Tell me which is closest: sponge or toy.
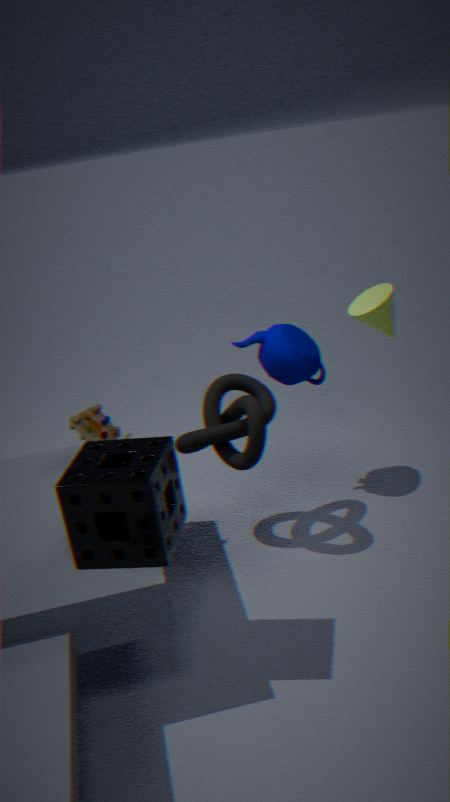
sponge
